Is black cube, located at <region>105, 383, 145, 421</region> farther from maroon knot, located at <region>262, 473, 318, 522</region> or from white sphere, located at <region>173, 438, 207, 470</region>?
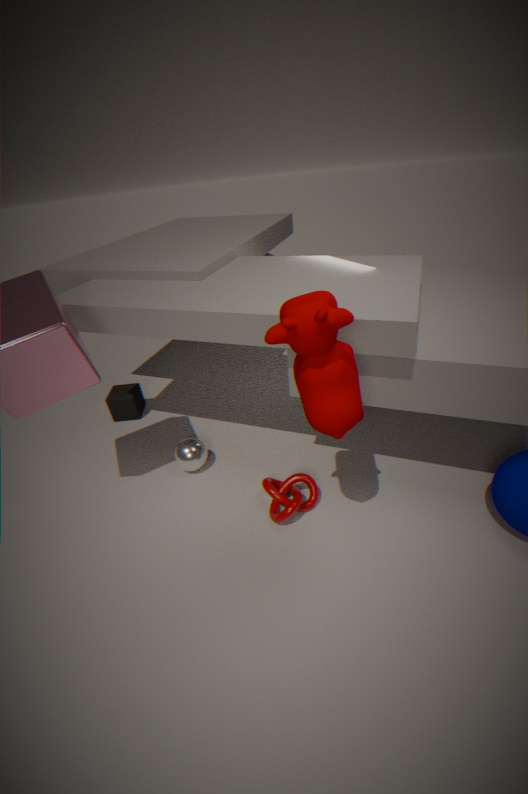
maroon knot, located at <region>262, 473, 318, 522</region>
